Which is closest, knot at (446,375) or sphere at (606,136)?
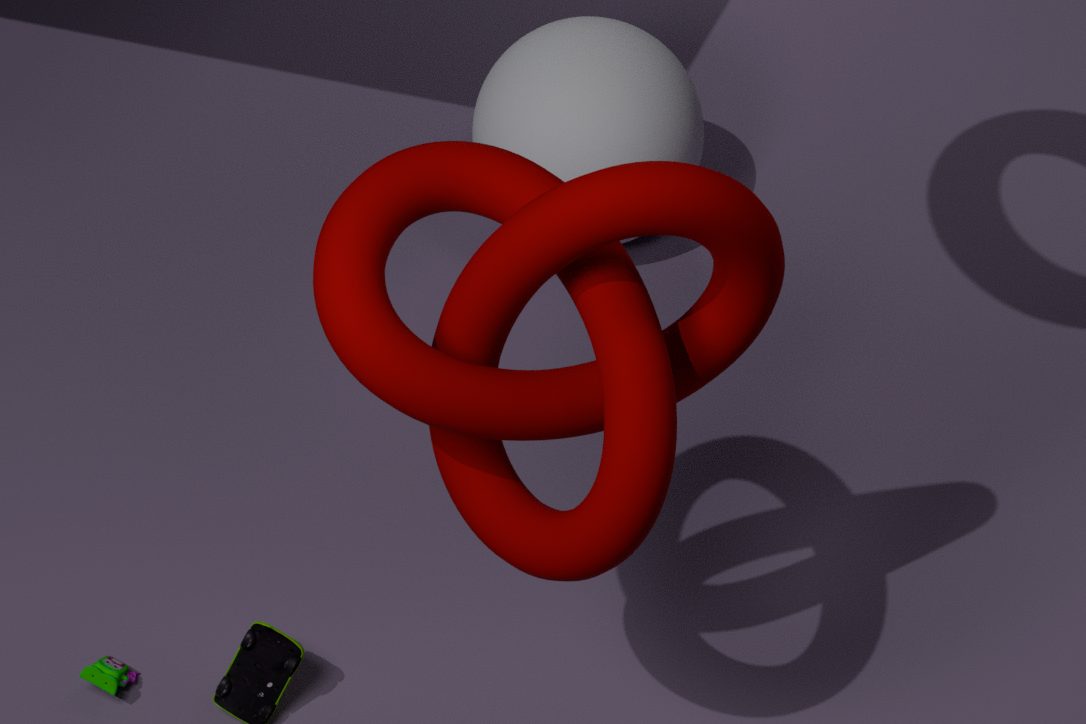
knot at (446,375)
